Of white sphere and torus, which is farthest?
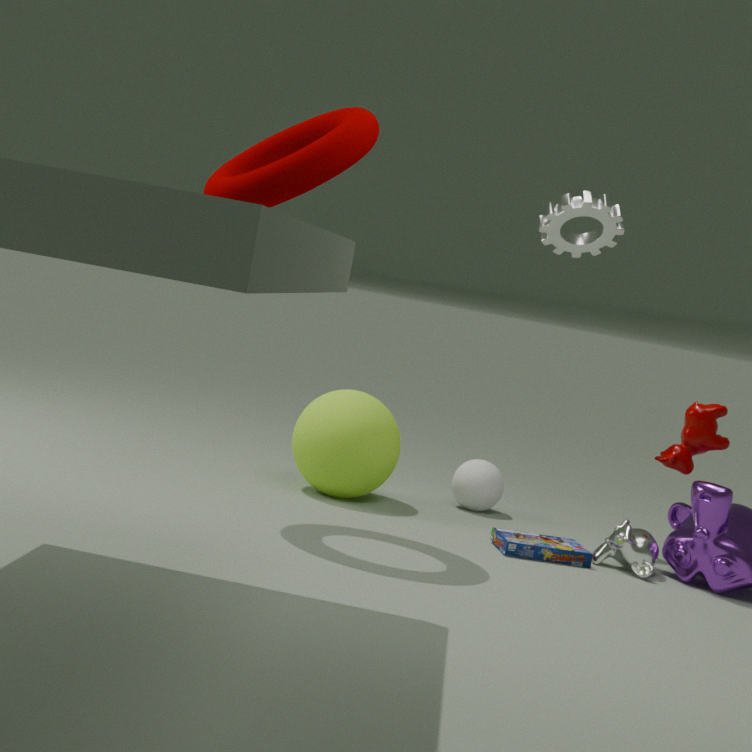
white sphere
